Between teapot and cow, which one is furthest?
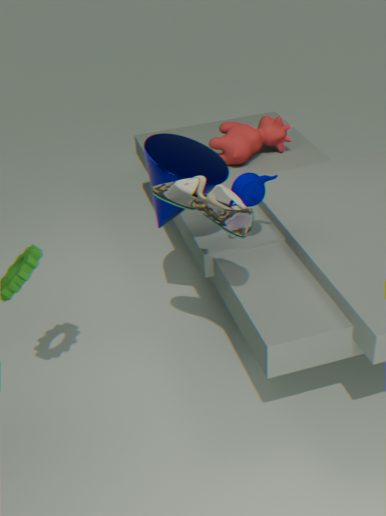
cow
